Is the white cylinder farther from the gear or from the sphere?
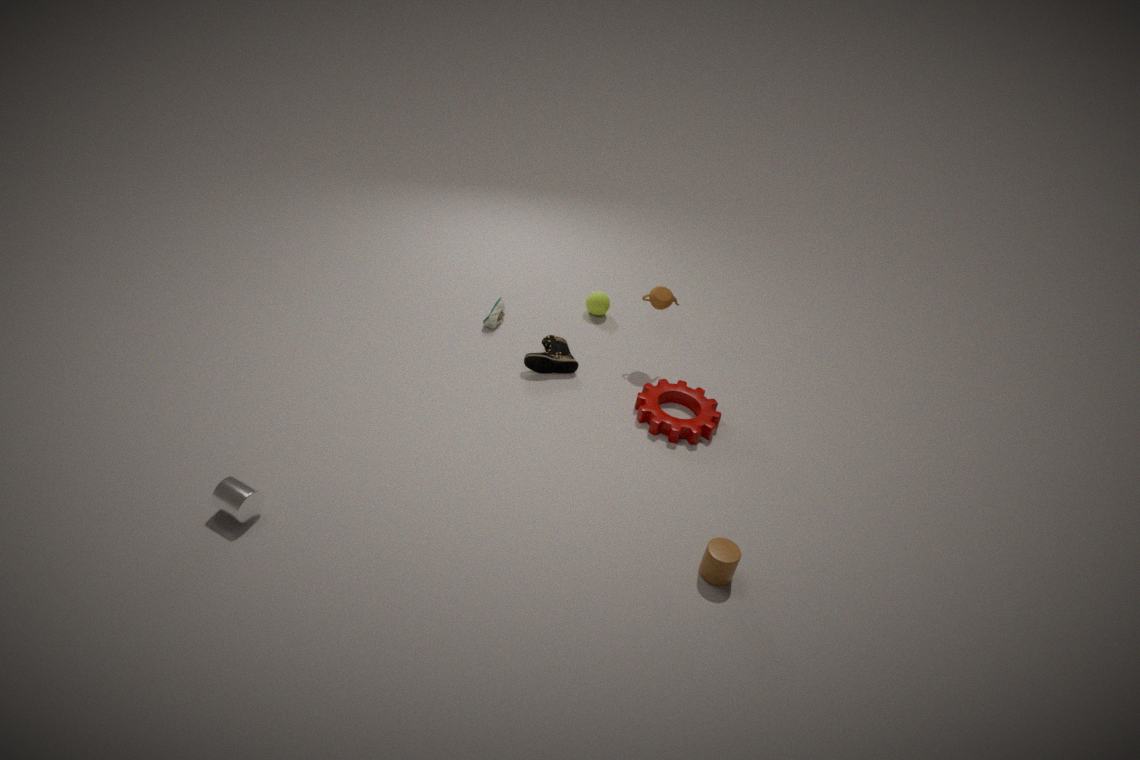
the sphere
